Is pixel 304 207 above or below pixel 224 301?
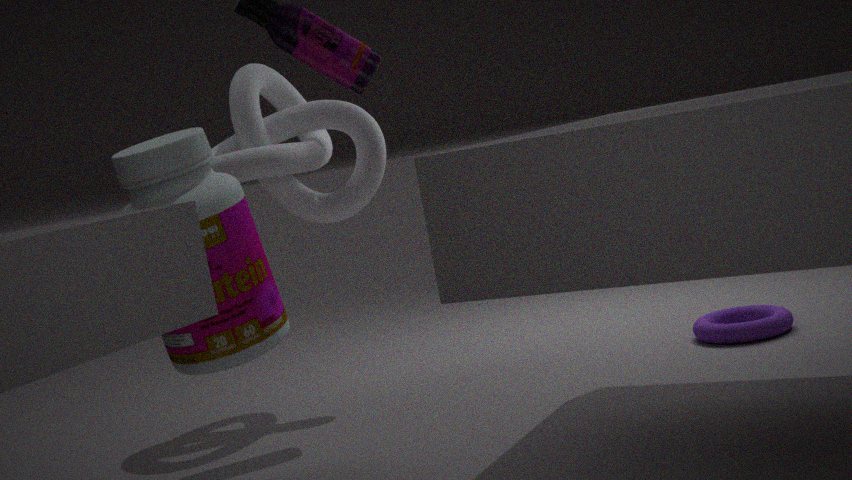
above
